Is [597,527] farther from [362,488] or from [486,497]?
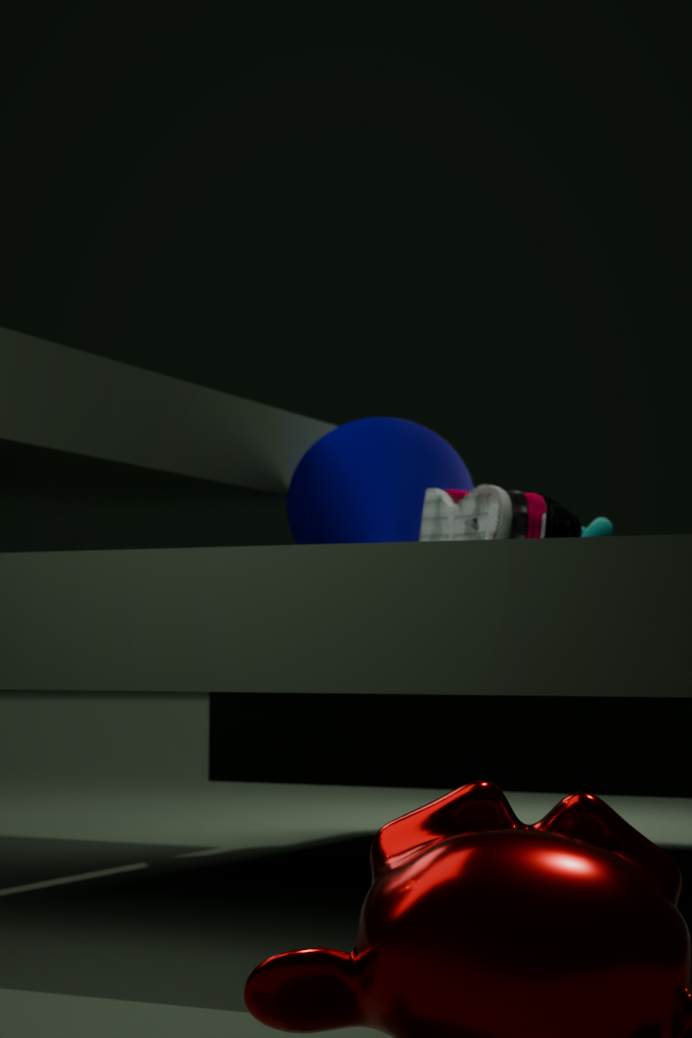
[362,488]
